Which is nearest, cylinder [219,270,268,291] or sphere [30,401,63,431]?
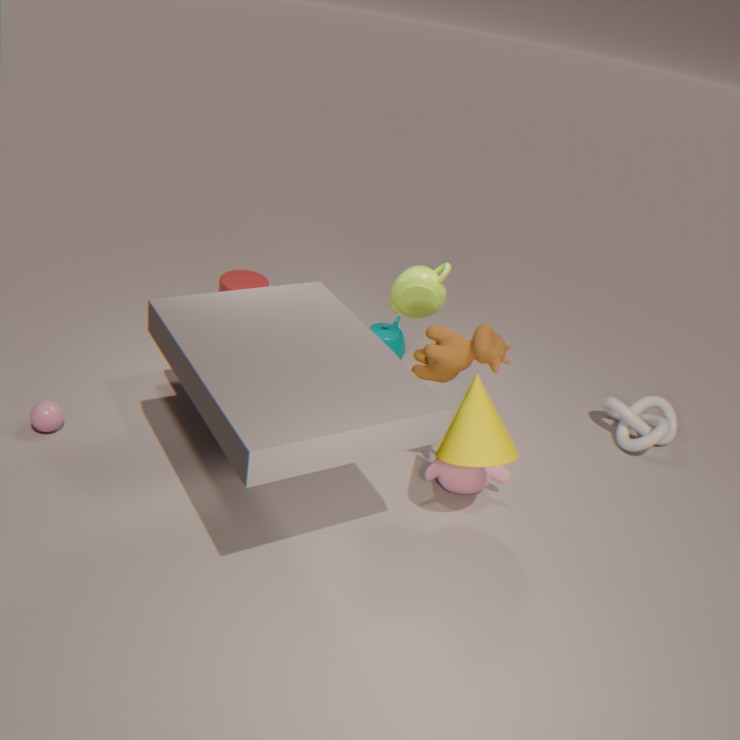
sphere [30,401,63,431]
